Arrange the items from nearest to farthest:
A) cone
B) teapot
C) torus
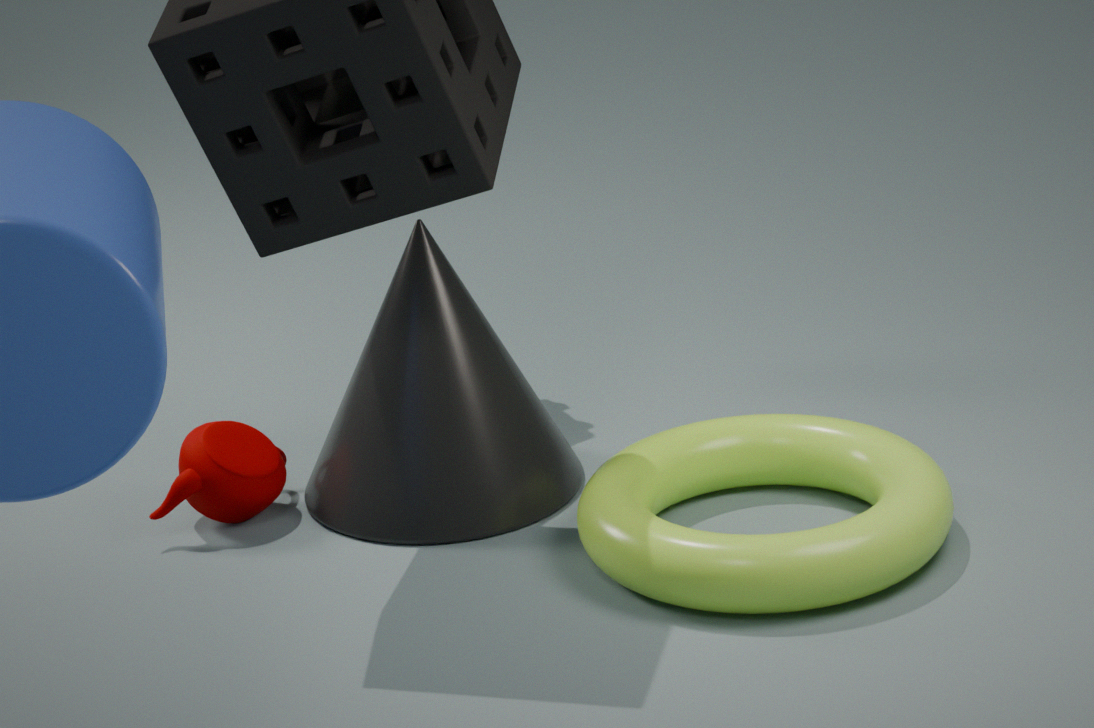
torus < cone < teapot
